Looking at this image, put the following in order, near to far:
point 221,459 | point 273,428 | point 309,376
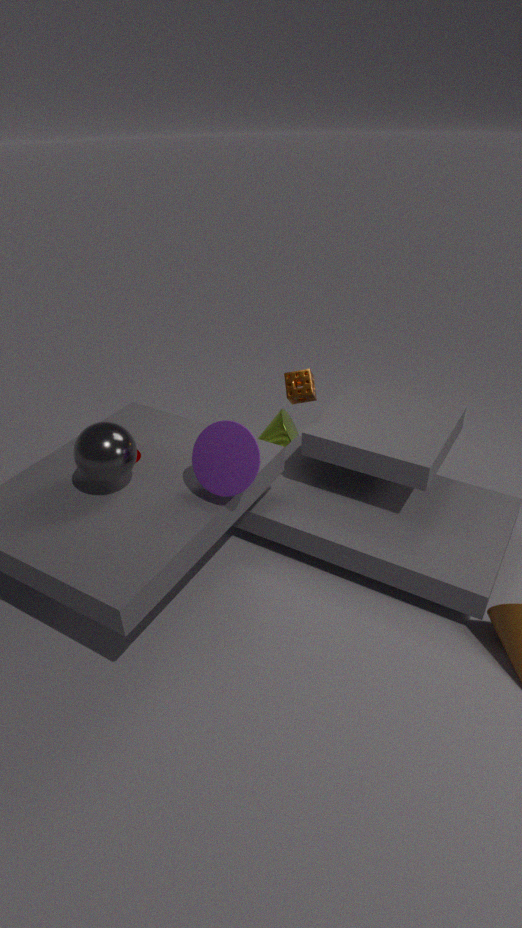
point 221,459
point 309,376
point 273,428
